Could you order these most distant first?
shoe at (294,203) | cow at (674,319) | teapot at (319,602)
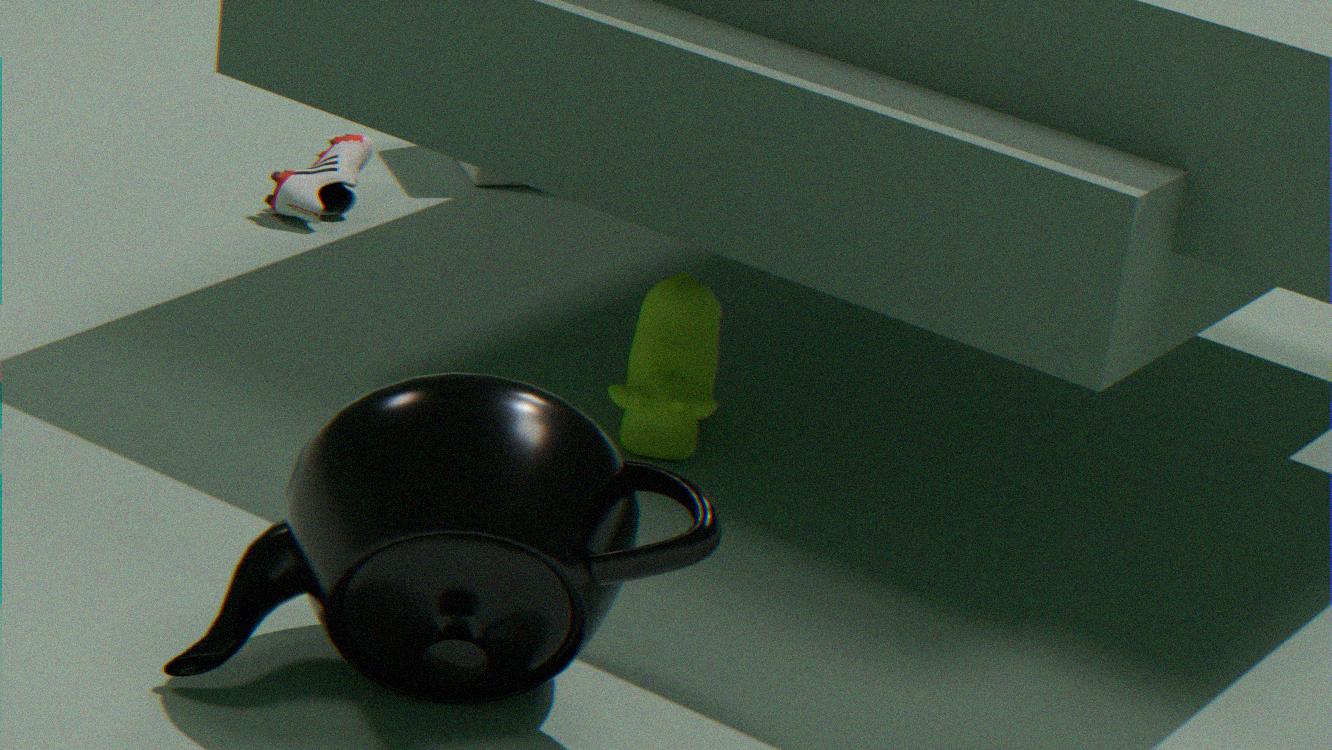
1. shoe at (294,203)
2. cow at (674,319)
3. teapot at (319,602)
